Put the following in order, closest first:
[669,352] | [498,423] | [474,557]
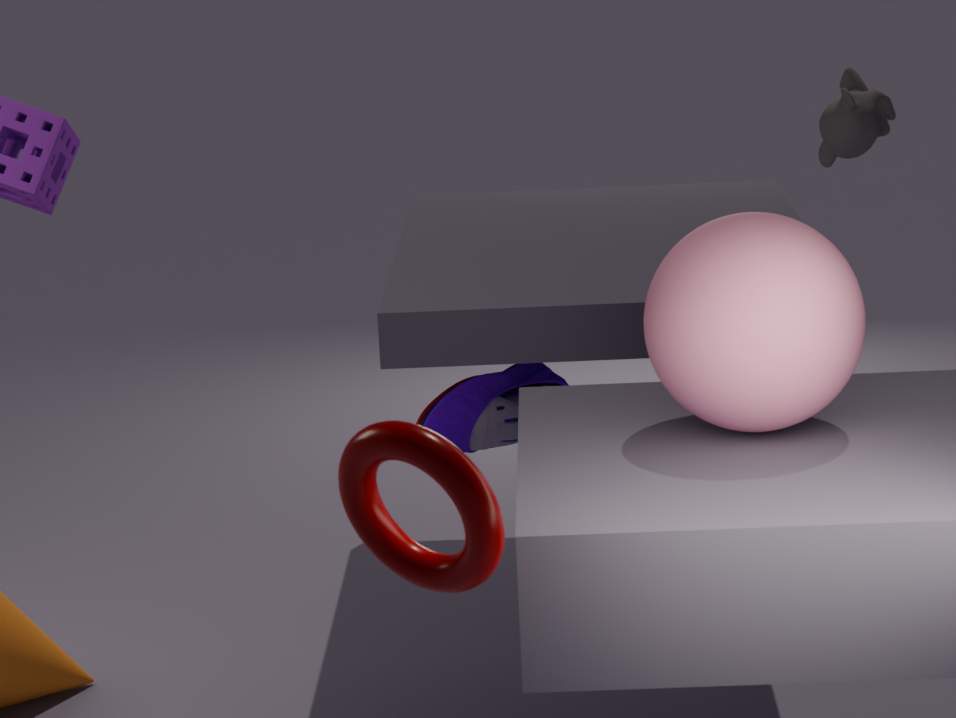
1. [474,557]
2. [669,352]
3. [498,423]
